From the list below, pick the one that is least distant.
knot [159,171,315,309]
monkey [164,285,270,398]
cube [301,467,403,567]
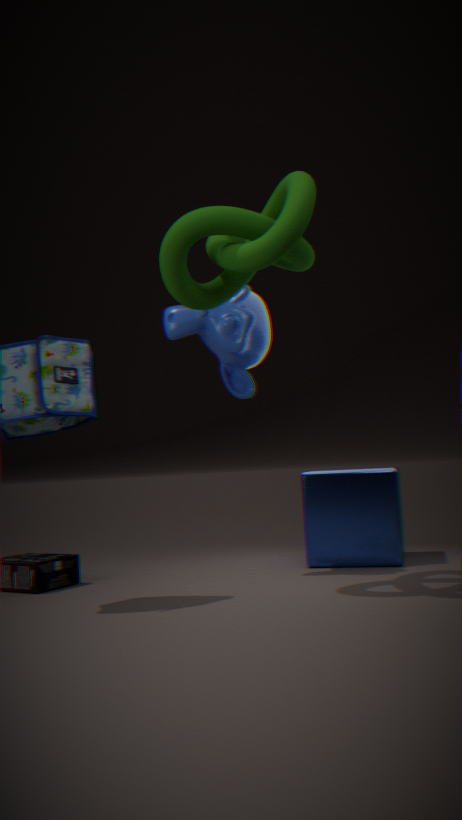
knot [159,171,315,309]
